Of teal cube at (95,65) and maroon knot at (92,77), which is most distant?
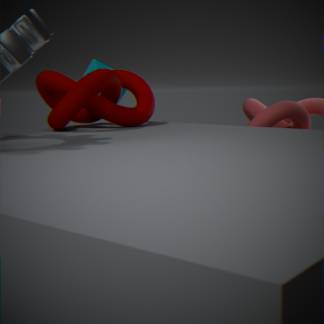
teal cube at (95,65)
